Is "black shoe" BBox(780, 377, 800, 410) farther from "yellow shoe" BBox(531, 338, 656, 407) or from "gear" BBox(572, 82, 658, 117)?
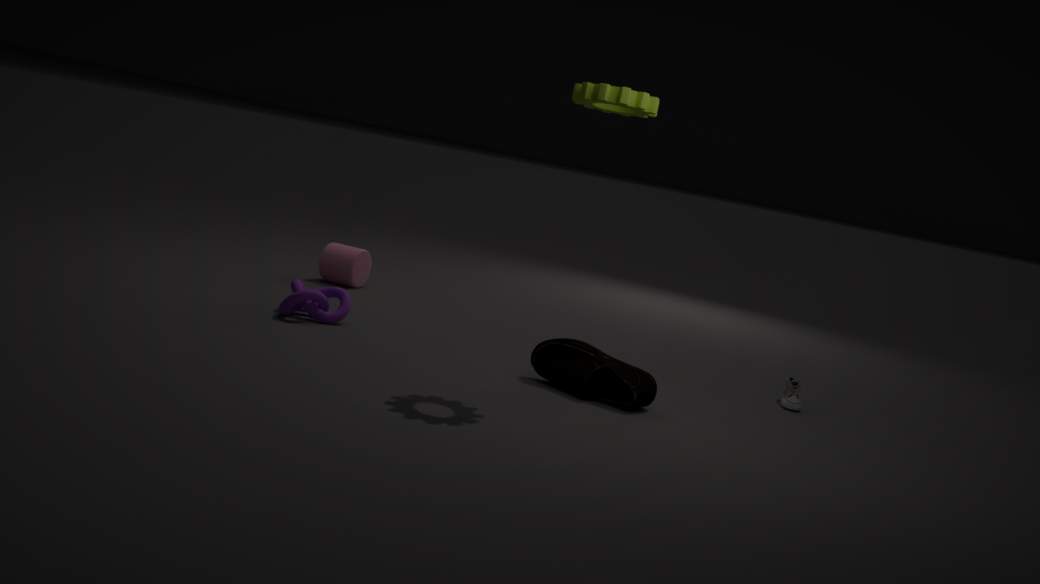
"gear" BBox(572, 82, 658, 117)
